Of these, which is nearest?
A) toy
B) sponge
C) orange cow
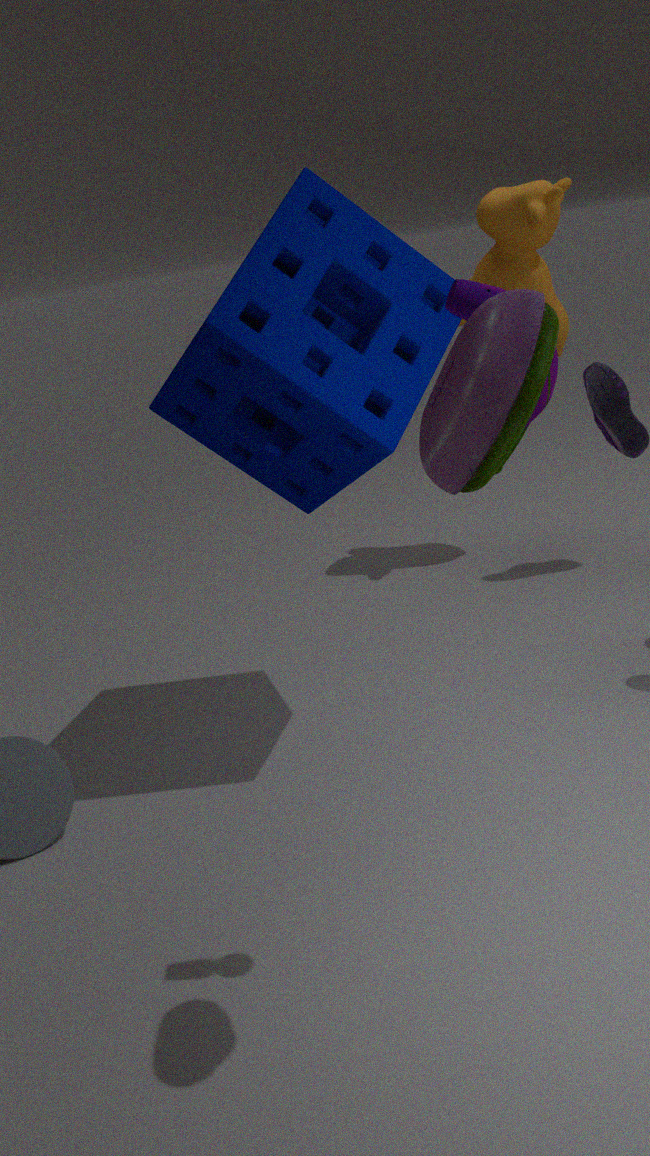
toy
